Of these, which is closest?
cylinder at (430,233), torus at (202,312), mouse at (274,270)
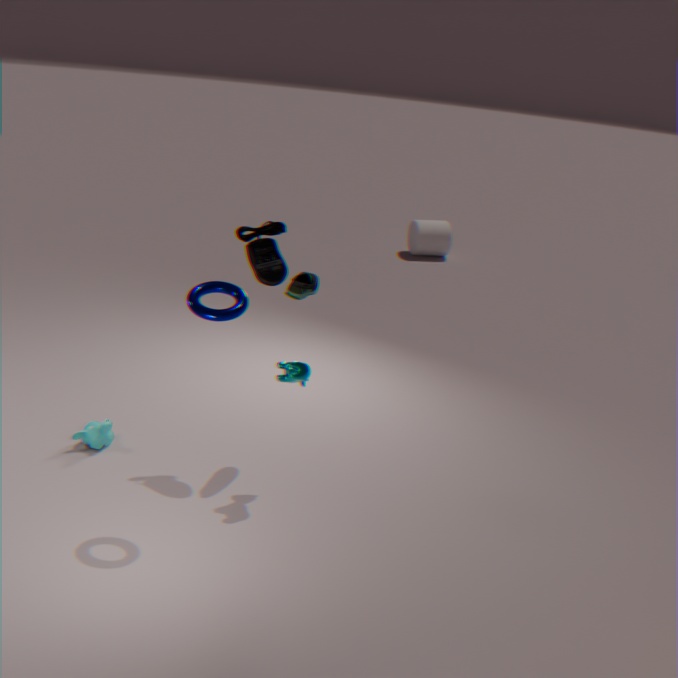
torus at (202,312)
